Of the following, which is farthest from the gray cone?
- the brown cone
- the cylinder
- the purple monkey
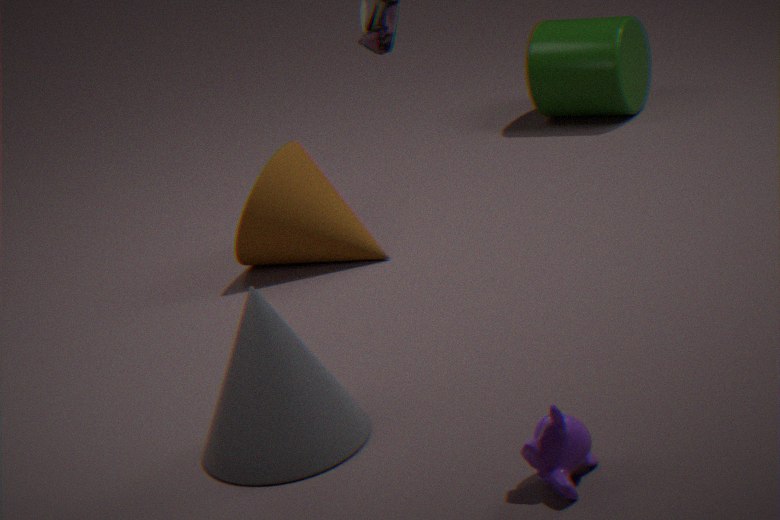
the cylinder
